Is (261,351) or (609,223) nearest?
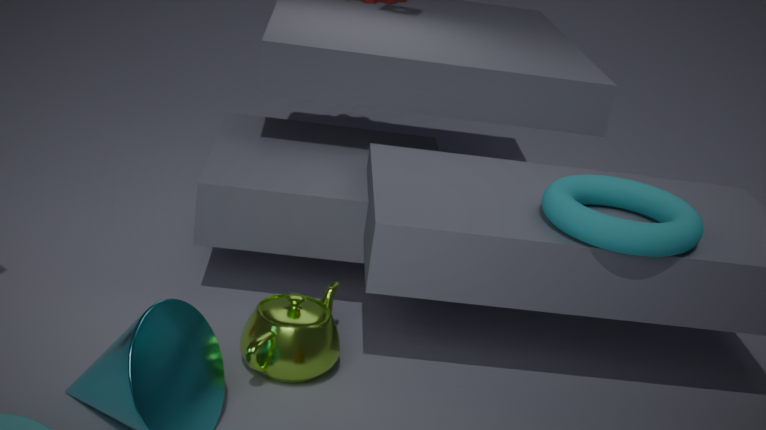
(609,223)
